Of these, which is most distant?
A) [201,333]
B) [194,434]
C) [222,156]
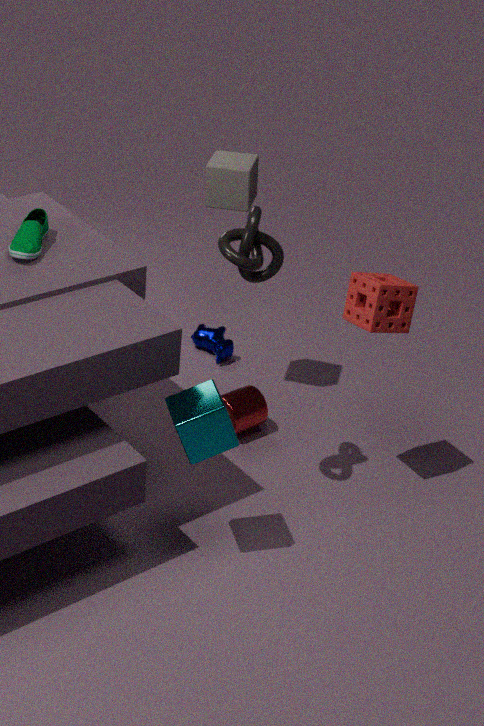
[201,333]
